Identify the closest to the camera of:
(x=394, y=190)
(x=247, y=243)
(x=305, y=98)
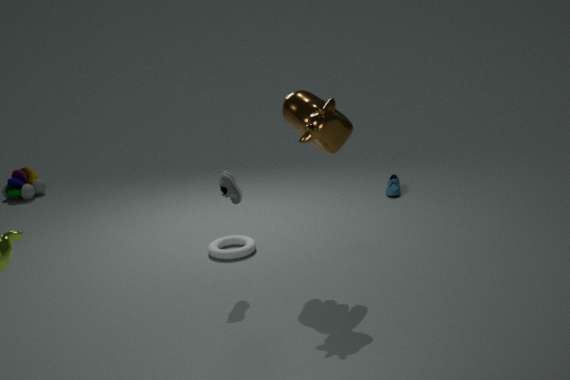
(x=305, y=98)
